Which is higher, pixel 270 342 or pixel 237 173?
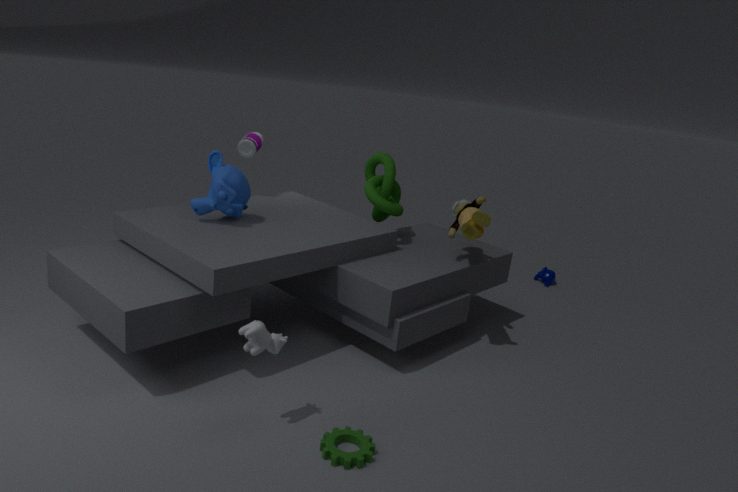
pixel 237 173
